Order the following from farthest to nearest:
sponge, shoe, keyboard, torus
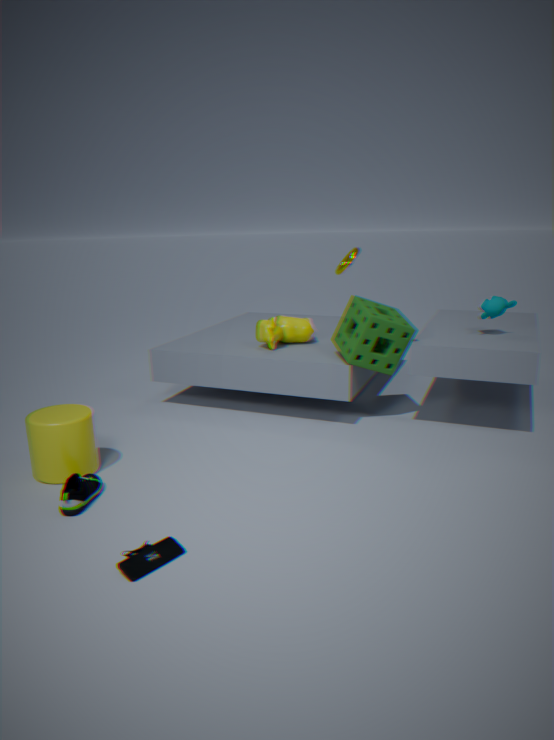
torus → sponge → shoe → keyboard
